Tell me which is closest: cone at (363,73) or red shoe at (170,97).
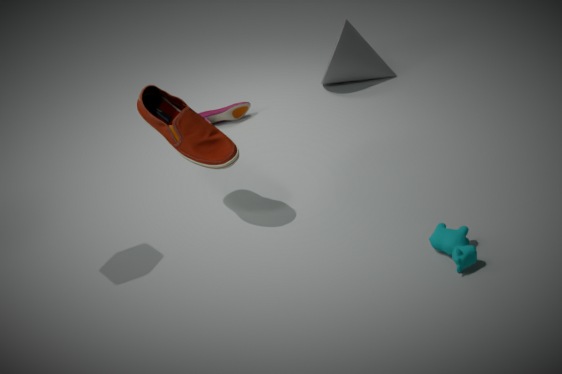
red shoe at (170,97)
